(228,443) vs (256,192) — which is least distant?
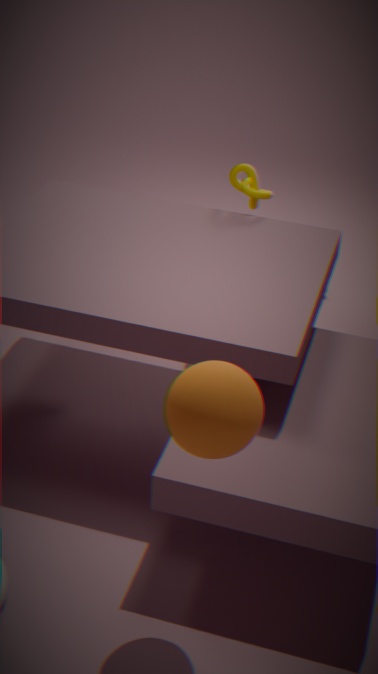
(228,443)
